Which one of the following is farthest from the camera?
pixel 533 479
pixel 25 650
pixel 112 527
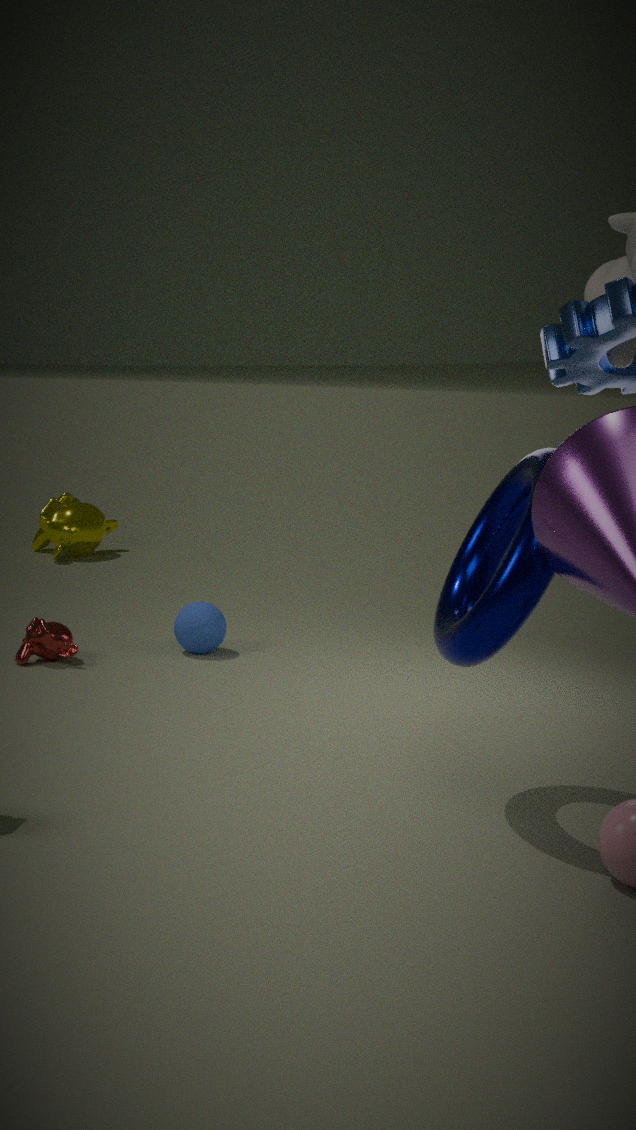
Answer: pixel 112 527
